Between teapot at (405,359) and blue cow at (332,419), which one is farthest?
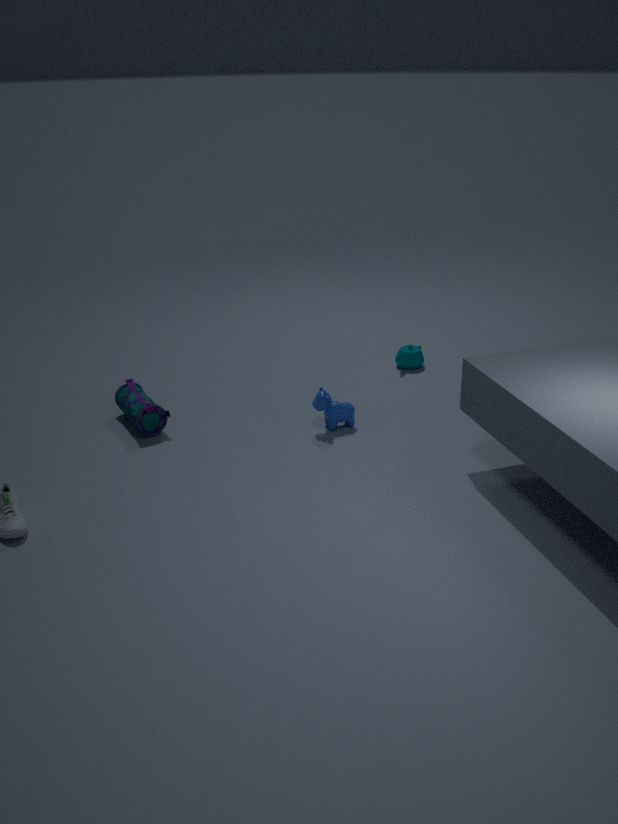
teapot at (405,359)
